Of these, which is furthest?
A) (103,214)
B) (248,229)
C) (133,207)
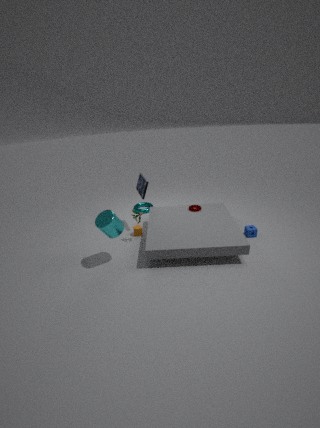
(133,207)
